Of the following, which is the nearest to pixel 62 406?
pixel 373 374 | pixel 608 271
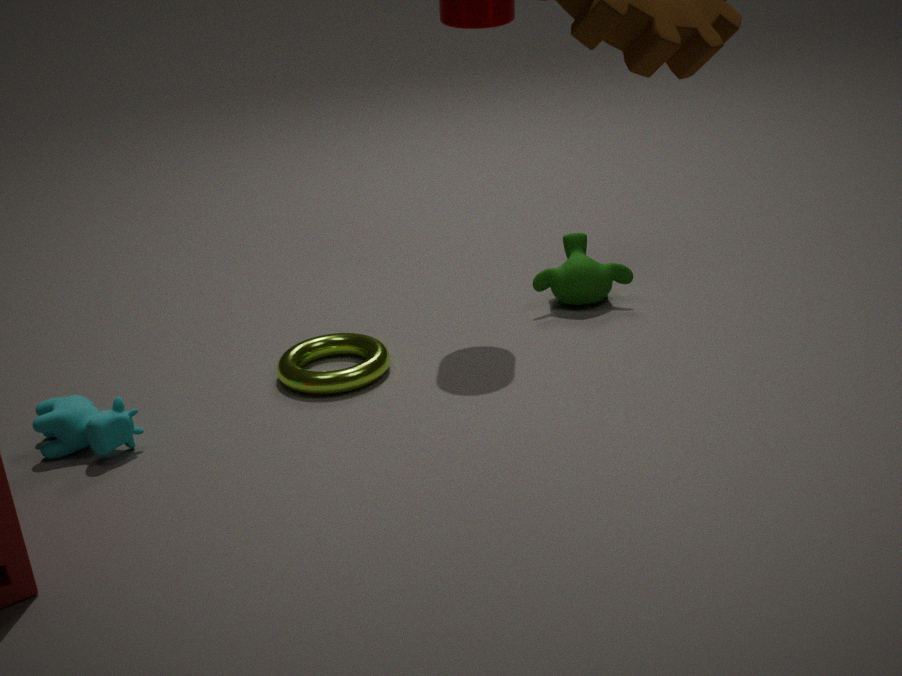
pixel 373 374
